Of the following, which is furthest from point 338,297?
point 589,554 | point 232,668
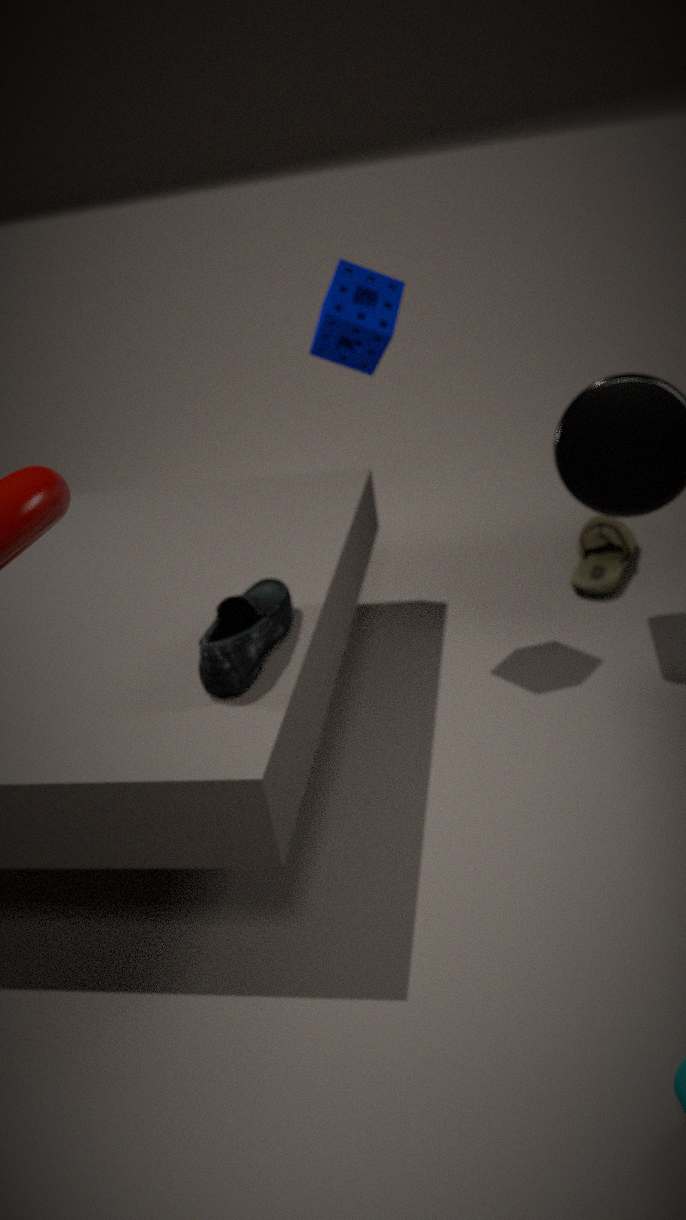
point 589,554
